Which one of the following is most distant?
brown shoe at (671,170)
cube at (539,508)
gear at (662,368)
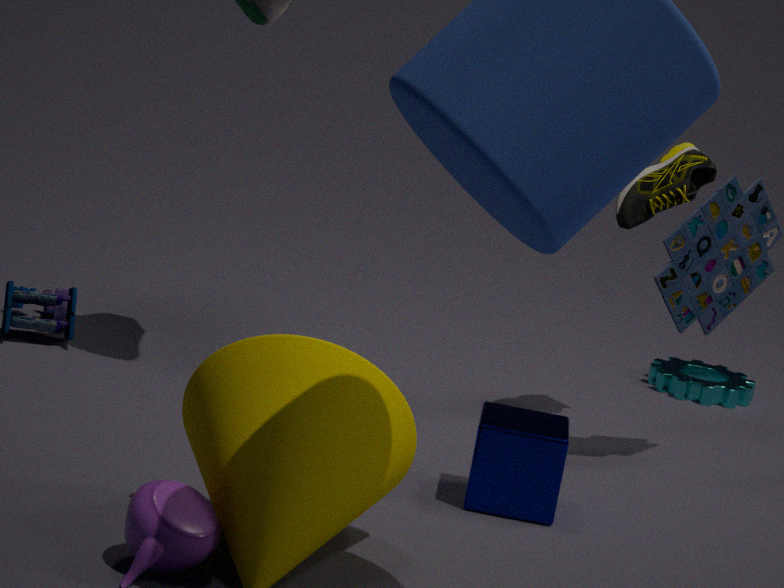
gear at (662,368)
